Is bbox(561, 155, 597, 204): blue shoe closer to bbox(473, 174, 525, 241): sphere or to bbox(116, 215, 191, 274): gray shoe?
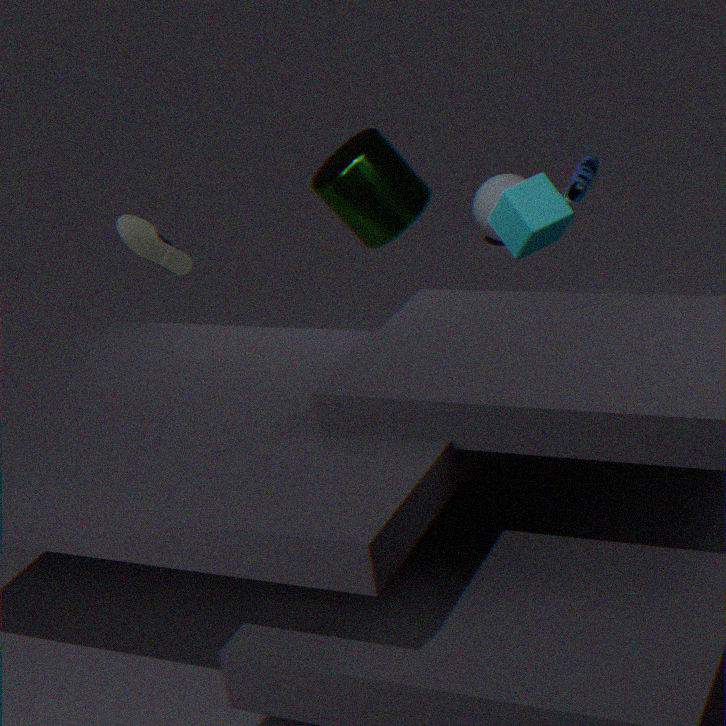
bbox(473, 174, 525, 241): sphere
